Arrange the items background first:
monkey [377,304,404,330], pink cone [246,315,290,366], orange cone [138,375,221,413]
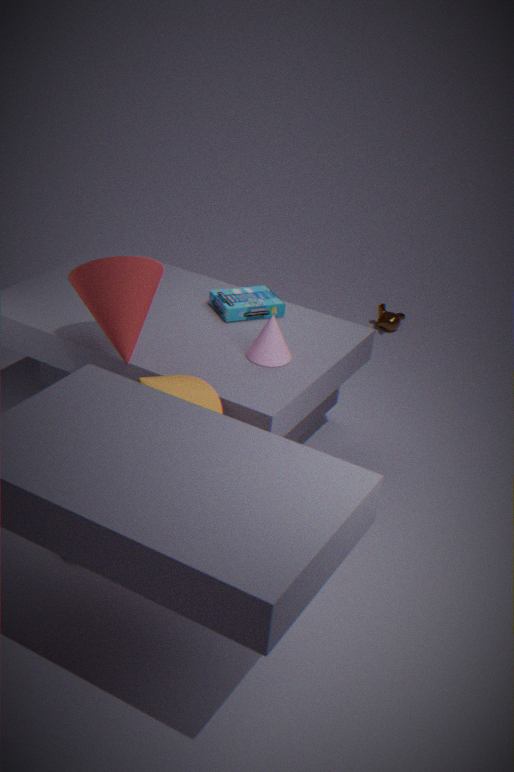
monkey [377,304,404,330] → pink cone [246,315,290,366] → orange cone [138,375,221,413]
